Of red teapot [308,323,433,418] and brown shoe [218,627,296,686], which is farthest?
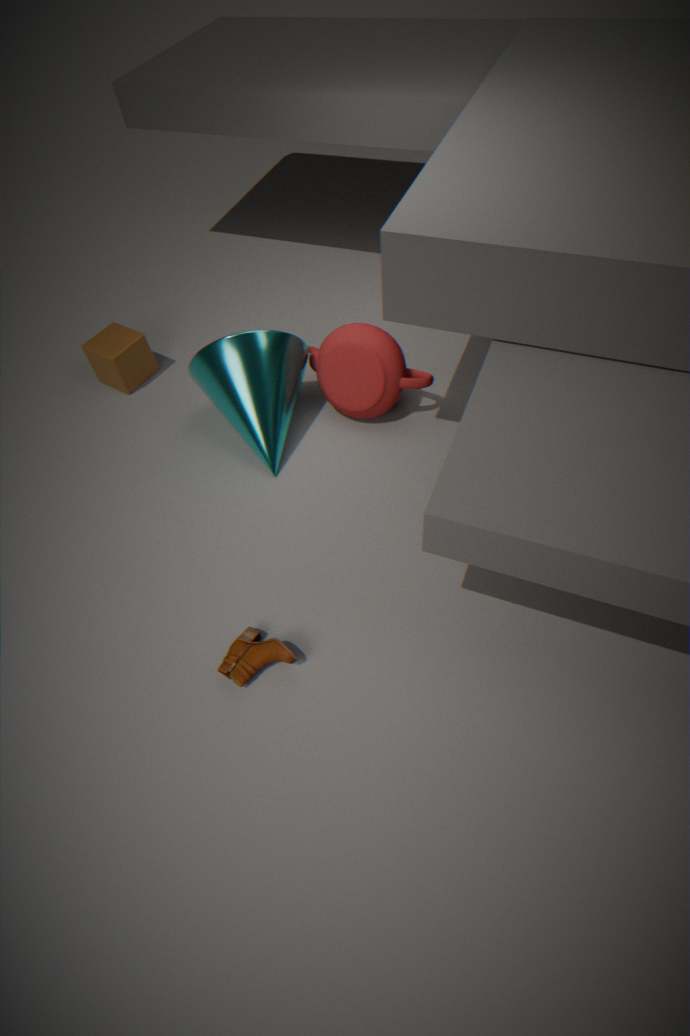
red teapot [308,323,433,418]
